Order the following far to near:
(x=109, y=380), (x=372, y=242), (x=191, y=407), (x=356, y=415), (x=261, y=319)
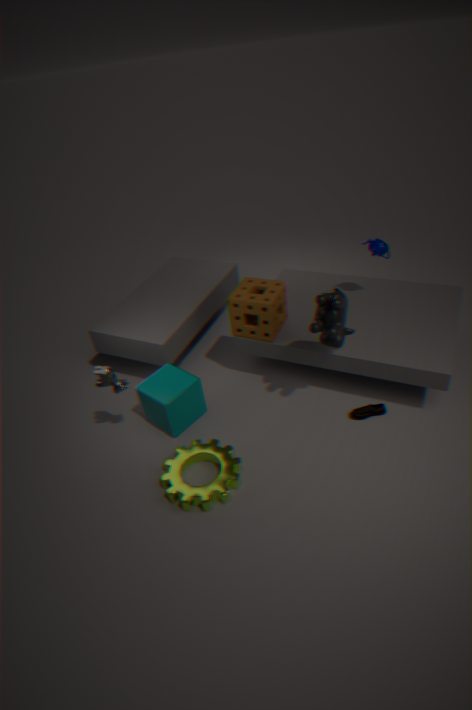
(x=372, y=242) → (x=261, y=319) → (x=191, y=407) → (x=356, y=415) → (x=109, y=380)
